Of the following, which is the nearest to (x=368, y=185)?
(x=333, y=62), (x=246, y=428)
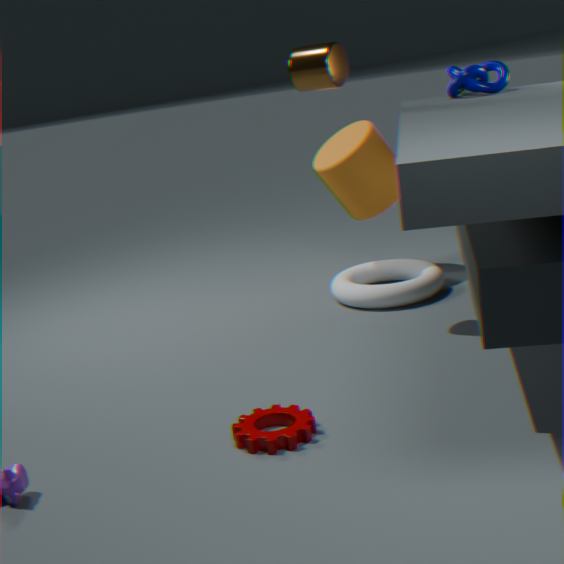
(x=333, y=62)
